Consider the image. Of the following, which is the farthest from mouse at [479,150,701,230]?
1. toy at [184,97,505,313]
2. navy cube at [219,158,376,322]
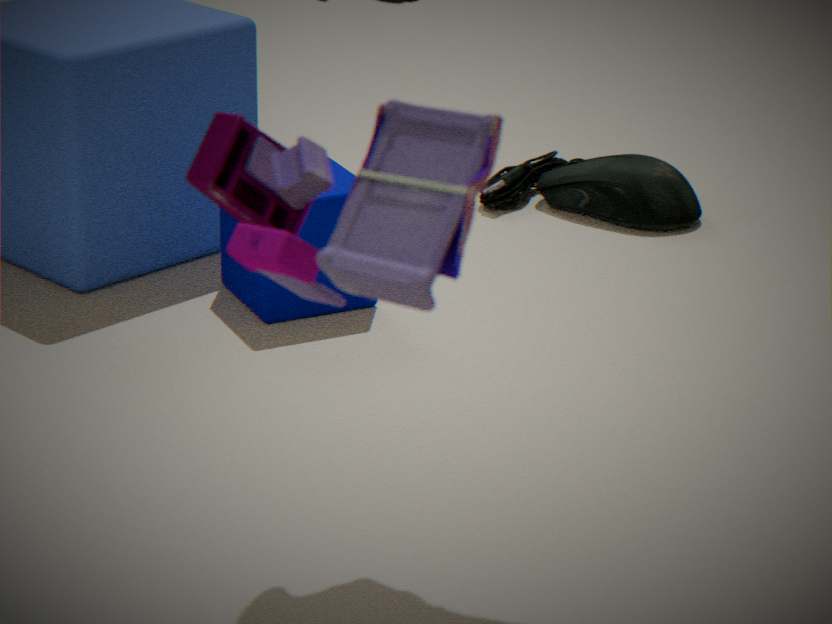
toy at [184,97,505,313]
